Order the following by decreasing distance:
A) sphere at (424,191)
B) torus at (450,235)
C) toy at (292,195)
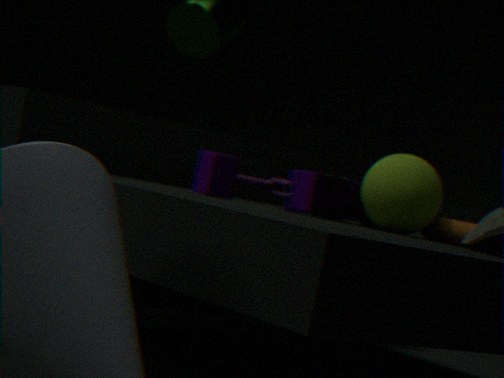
torus at (450,235), toy at (292,195), sphere at (424,191)
